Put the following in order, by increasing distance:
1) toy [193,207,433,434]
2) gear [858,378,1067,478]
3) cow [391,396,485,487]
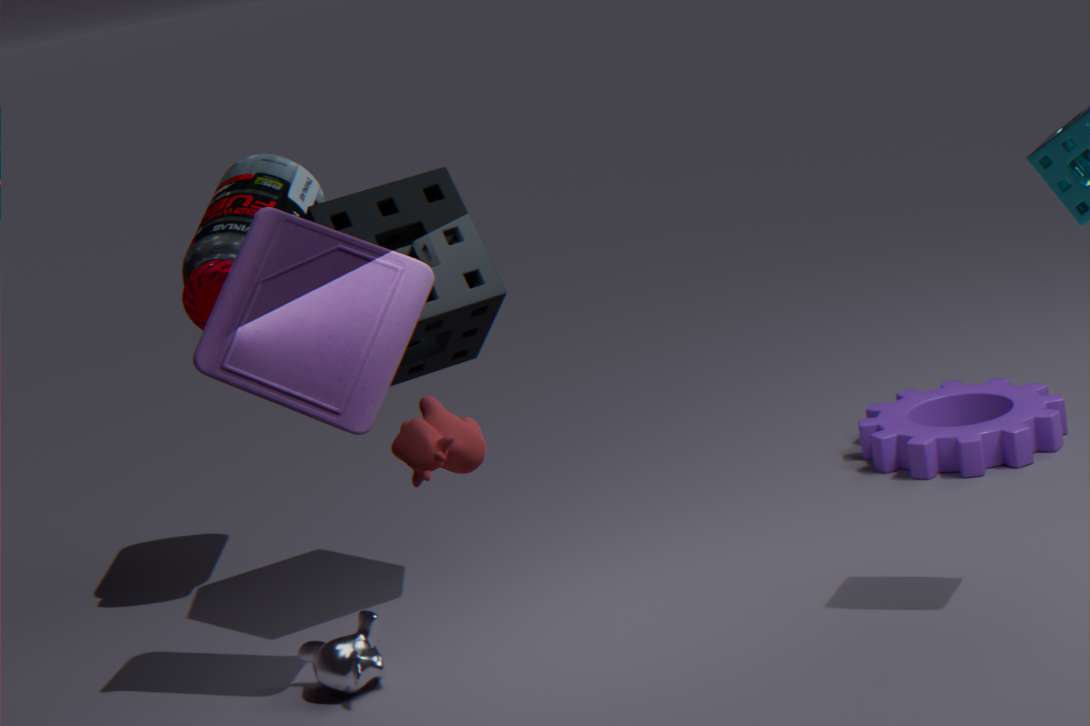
3. cow [391,396,485,487] → 1. toy [193,207,433,434] → 2. gear [858,378,1067,478]
